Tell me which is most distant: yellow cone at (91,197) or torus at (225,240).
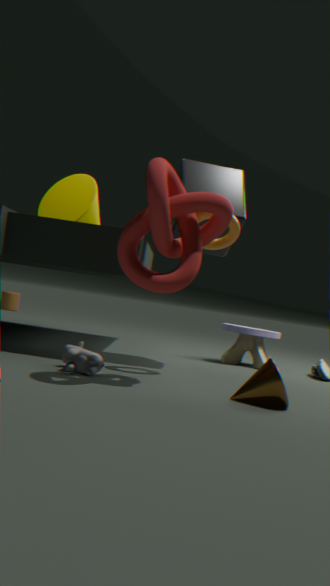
yellow cone at (91,197)
